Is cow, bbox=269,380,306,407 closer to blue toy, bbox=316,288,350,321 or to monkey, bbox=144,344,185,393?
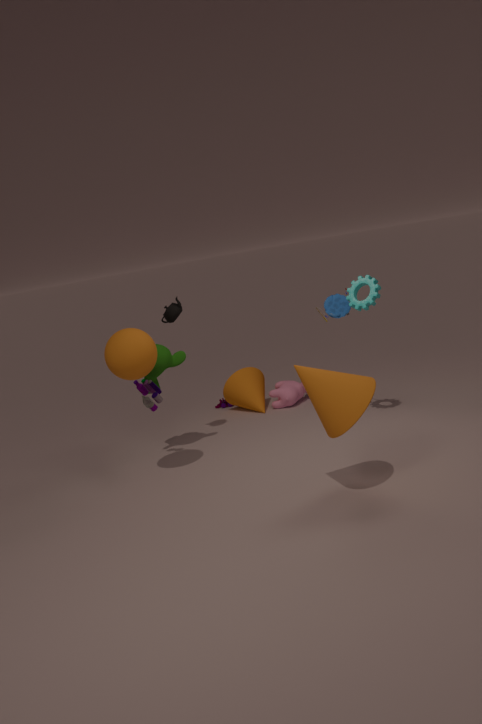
blue toy, bbox=316,288,350,321
